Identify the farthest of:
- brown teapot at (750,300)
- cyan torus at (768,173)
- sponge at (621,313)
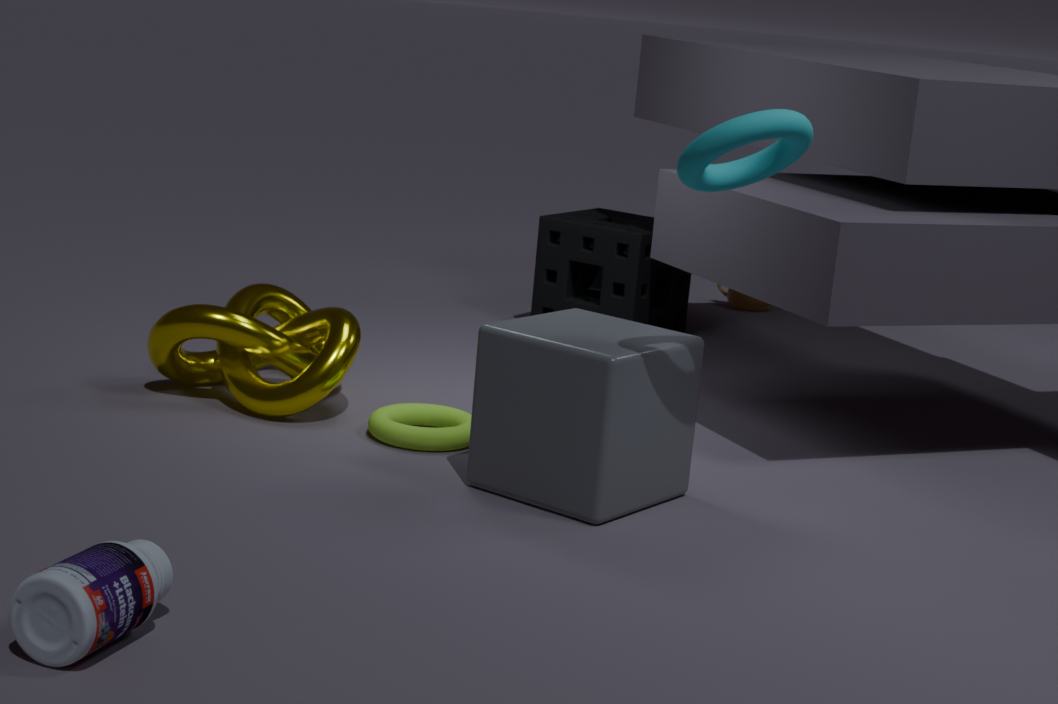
brown teapot at (750,300)
